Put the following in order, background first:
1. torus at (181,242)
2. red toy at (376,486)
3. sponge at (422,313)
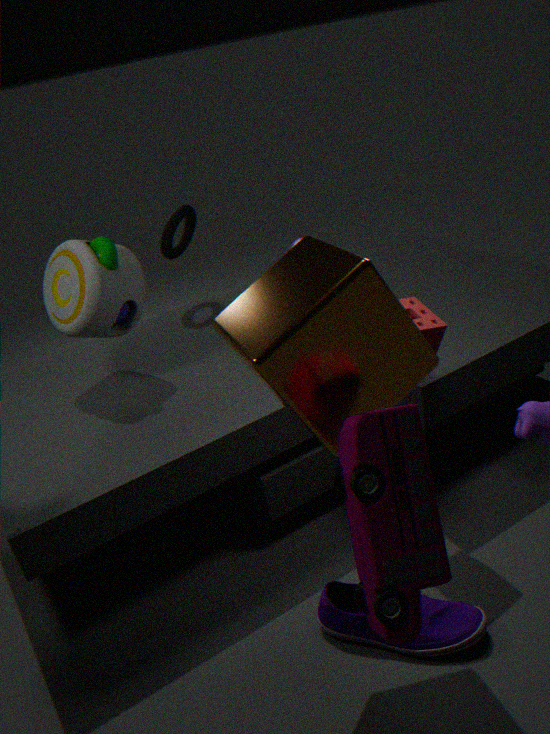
torus at (181,242), sponge at (422,313), red toy at (376,486)
